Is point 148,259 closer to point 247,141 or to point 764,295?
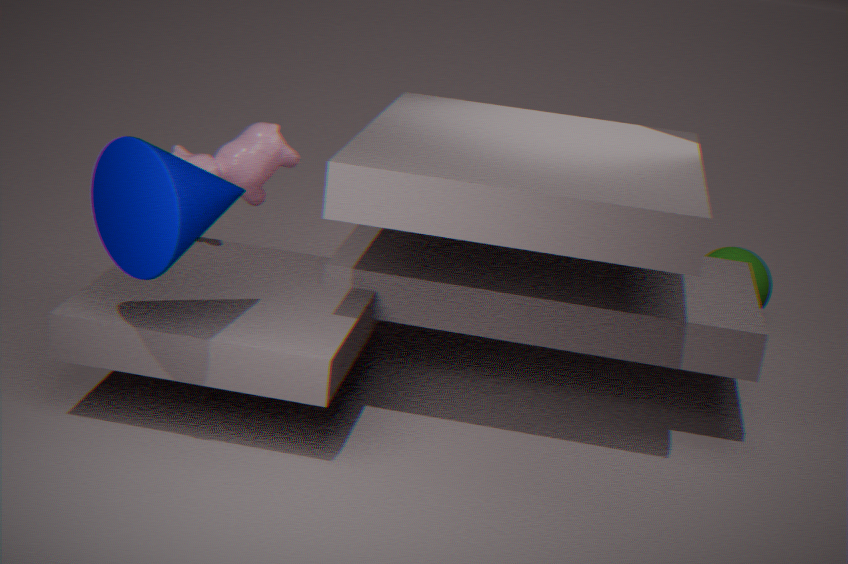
point 247,141
